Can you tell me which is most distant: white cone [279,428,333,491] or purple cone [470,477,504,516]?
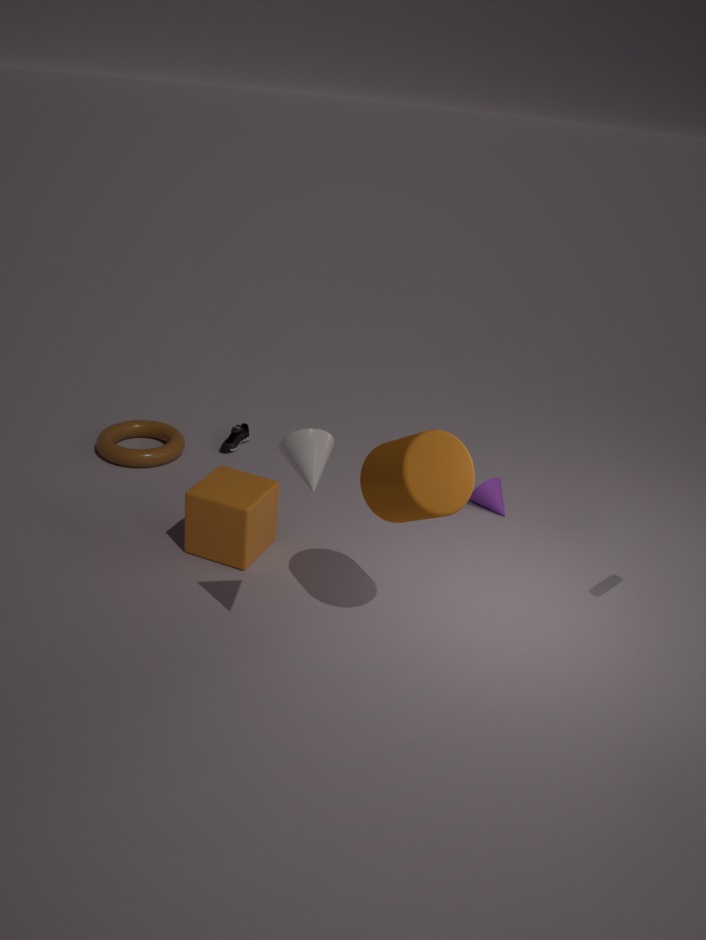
purple cone [470,477,504,516]
